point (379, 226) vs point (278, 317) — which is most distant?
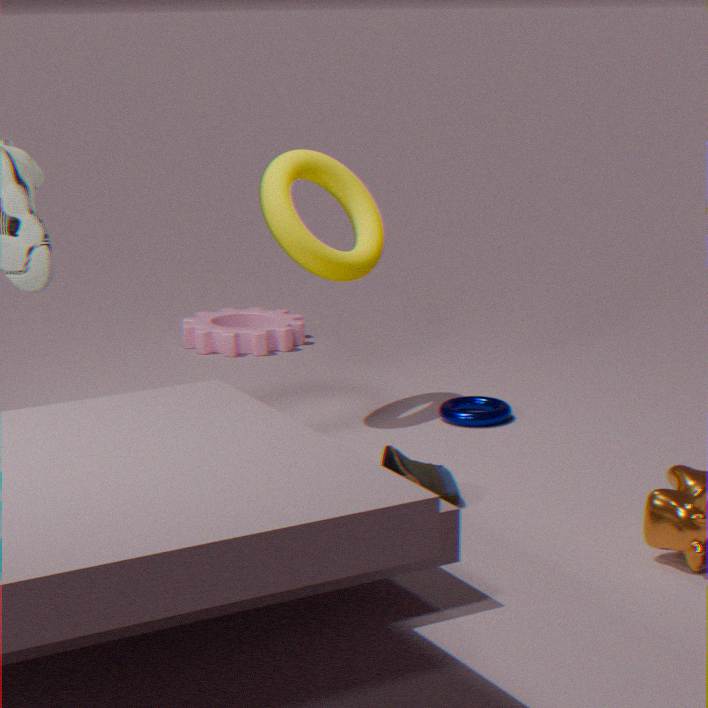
point (278, 317)
